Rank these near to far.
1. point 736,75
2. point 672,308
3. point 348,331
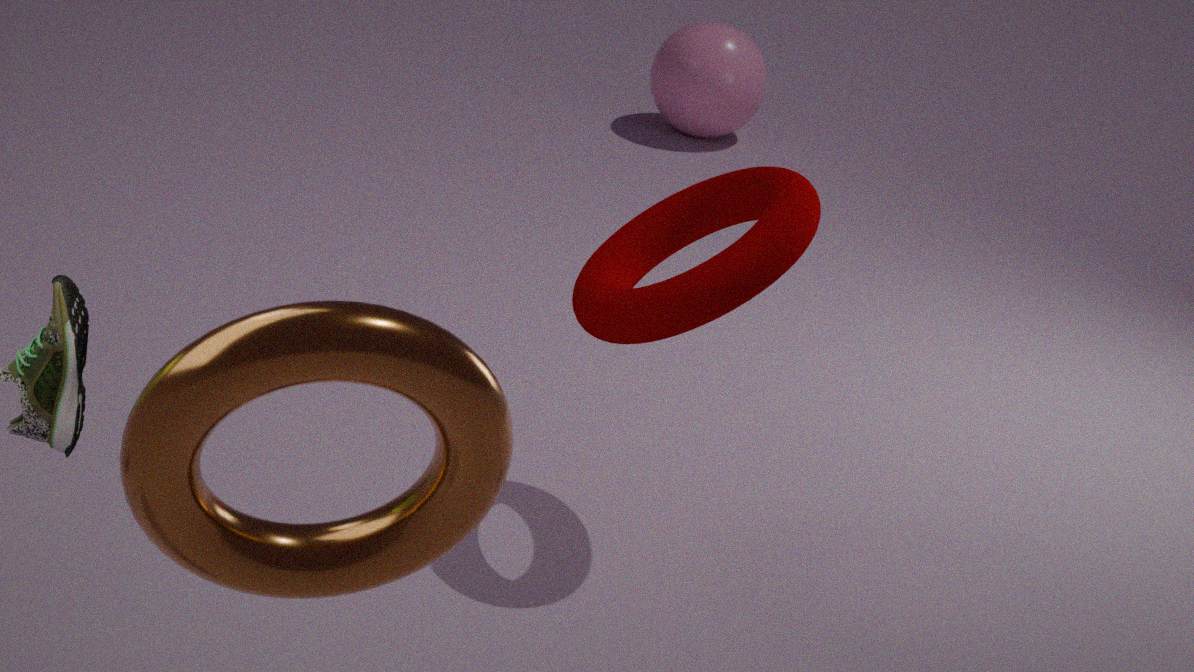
point 348,331
point 672,308
point 736,75
